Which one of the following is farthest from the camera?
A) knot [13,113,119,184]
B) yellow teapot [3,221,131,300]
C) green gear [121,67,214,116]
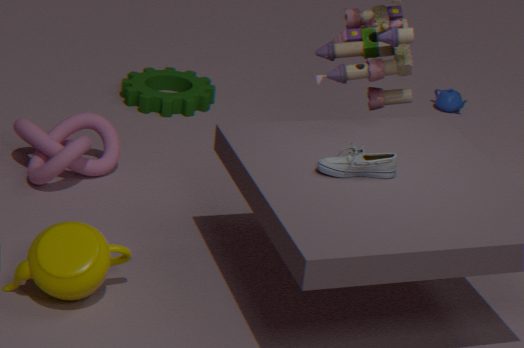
green gear [121,67,214,116]
